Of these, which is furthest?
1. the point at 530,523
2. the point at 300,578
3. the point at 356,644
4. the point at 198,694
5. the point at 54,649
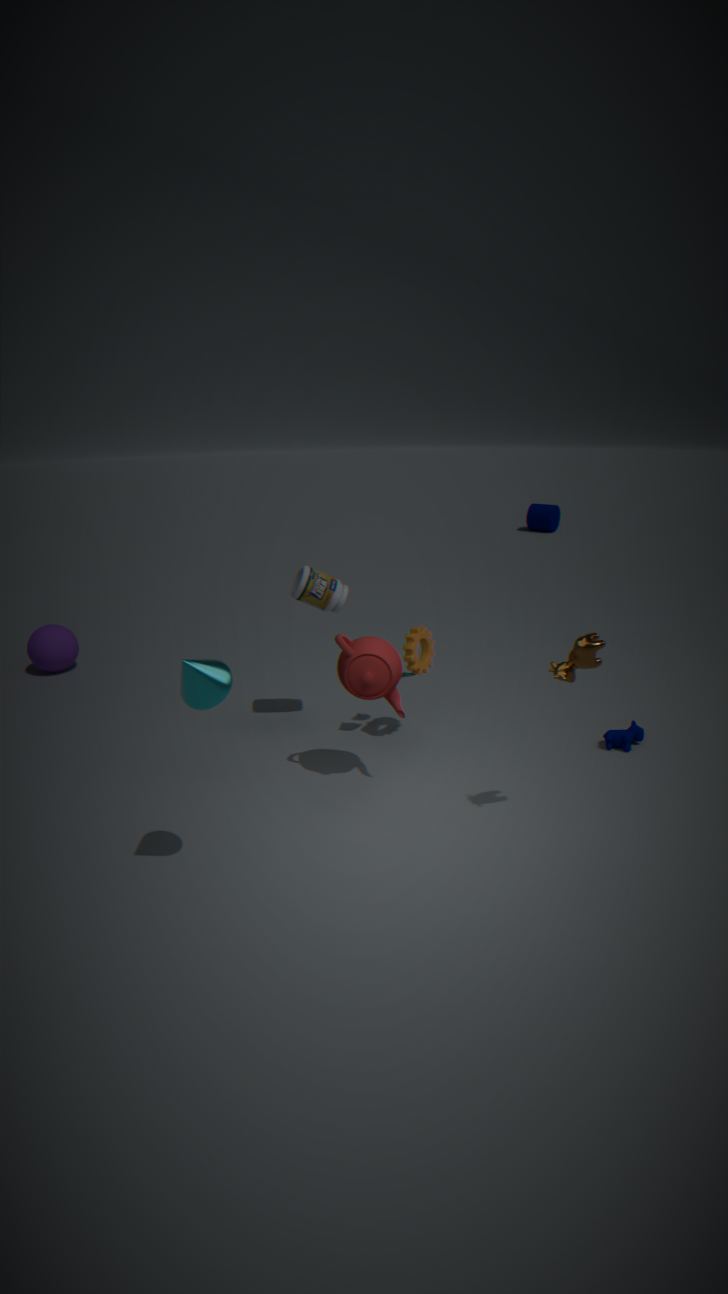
the point at 530,523
